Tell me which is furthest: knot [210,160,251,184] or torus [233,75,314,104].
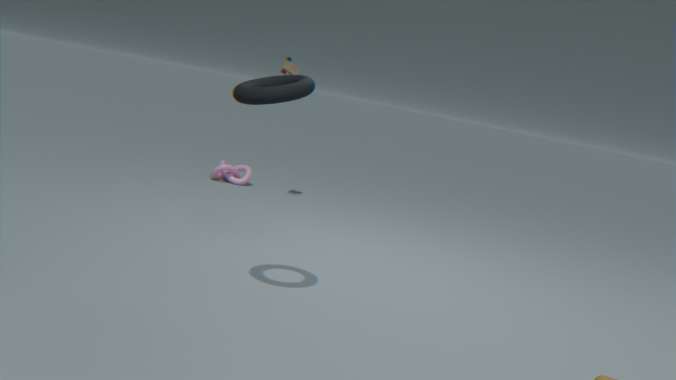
knot [210,160,251,184]
